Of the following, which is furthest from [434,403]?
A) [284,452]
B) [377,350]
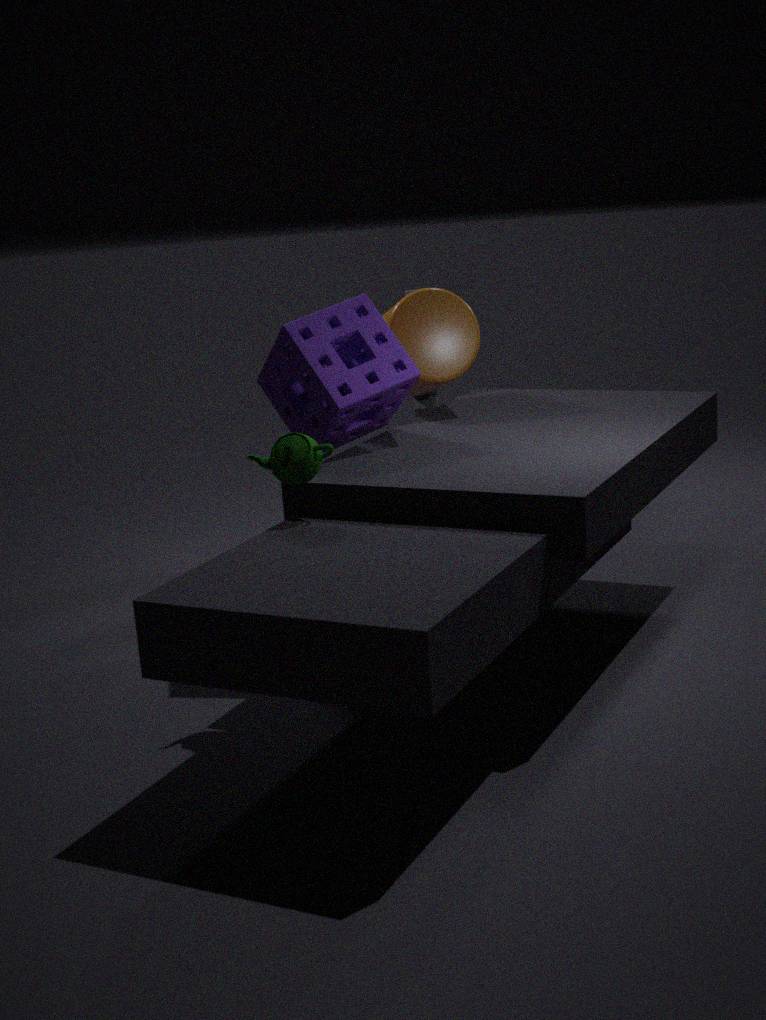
[284,452]
